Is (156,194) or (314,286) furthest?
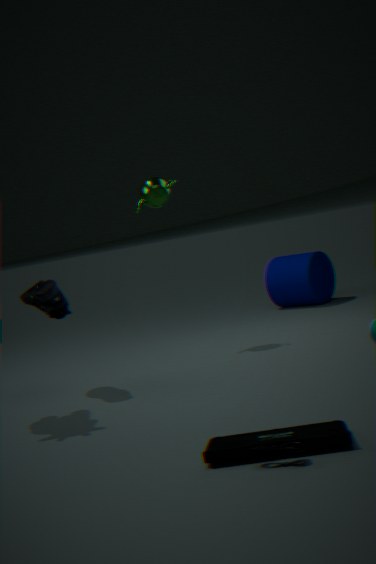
(314,286)
